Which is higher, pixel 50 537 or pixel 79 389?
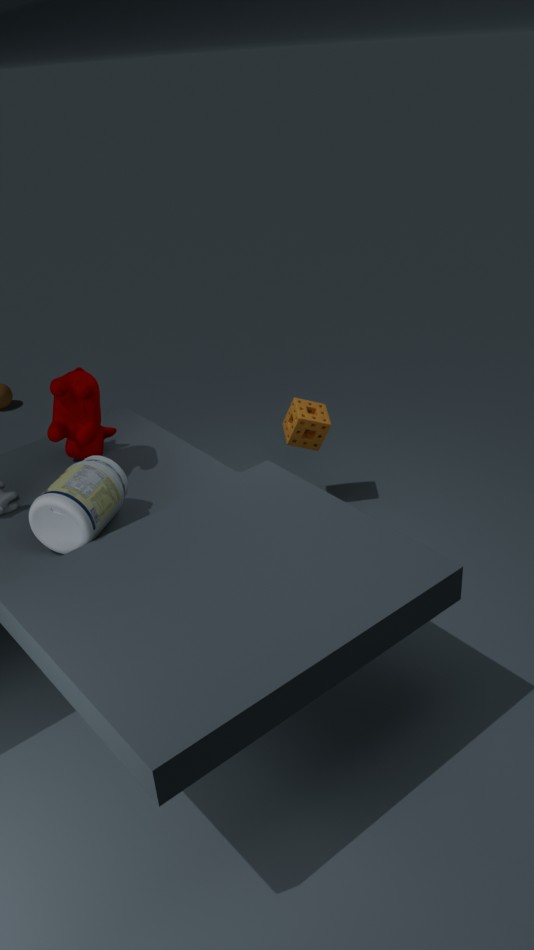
pixel 79 389
